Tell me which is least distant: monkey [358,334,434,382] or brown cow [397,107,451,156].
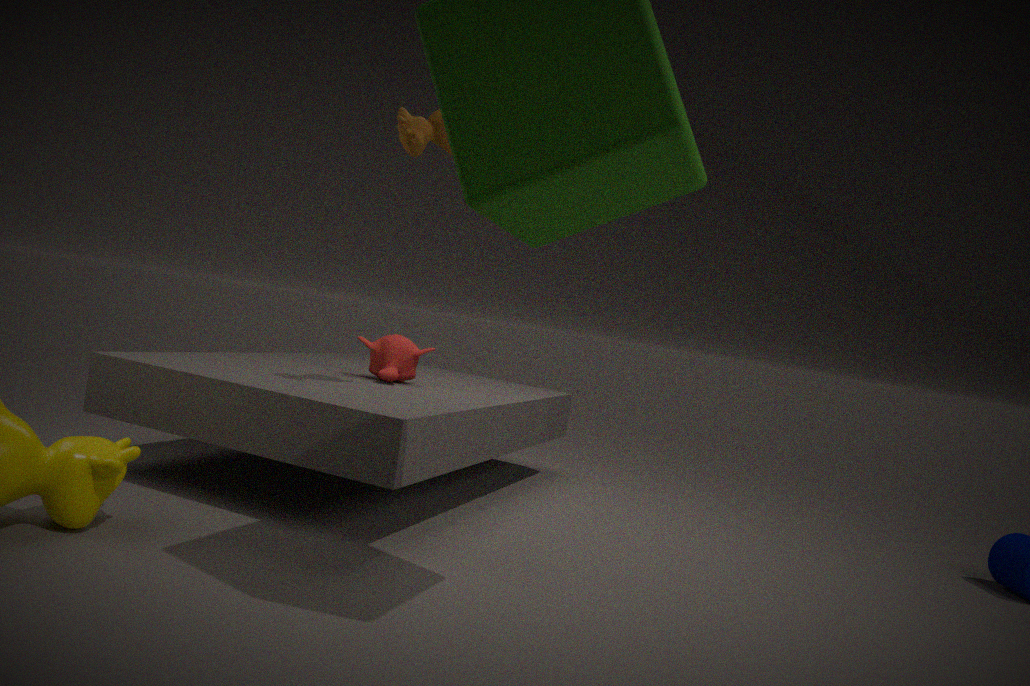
brown cow [397,107,451,156]
